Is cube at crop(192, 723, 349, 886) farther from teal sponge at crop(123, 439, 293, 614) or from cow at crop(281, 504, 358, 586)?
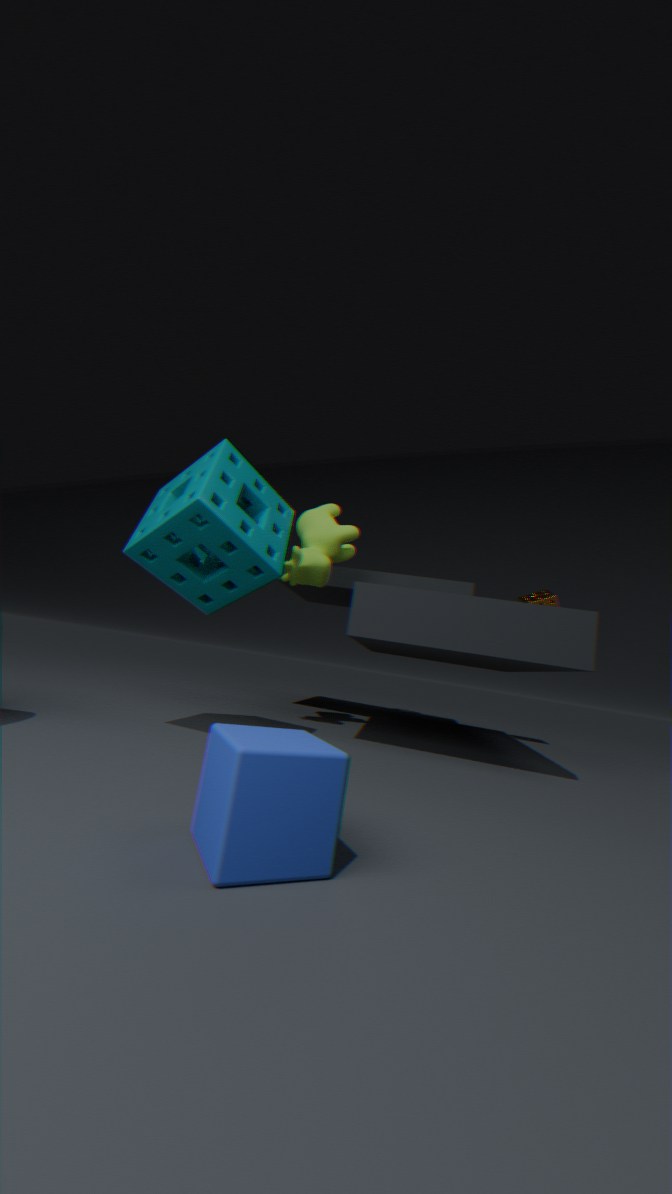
cow at crop(281, 504, 358, 586)
